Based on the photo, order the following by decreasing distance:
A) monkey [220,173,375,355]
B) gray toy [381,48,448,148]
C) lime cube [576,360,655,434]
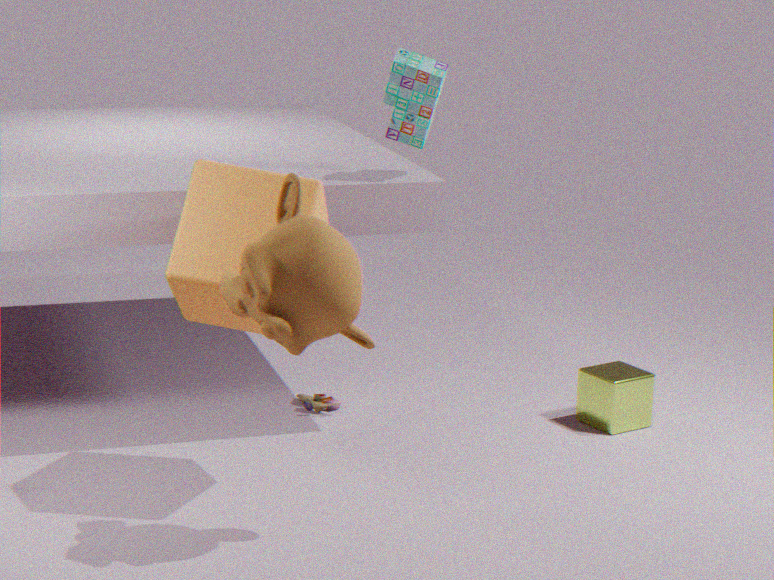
C. lime cube [576,360,655,434] → B. gray toy [381,48,448,148] → A. monkey [220,173,375,355]
